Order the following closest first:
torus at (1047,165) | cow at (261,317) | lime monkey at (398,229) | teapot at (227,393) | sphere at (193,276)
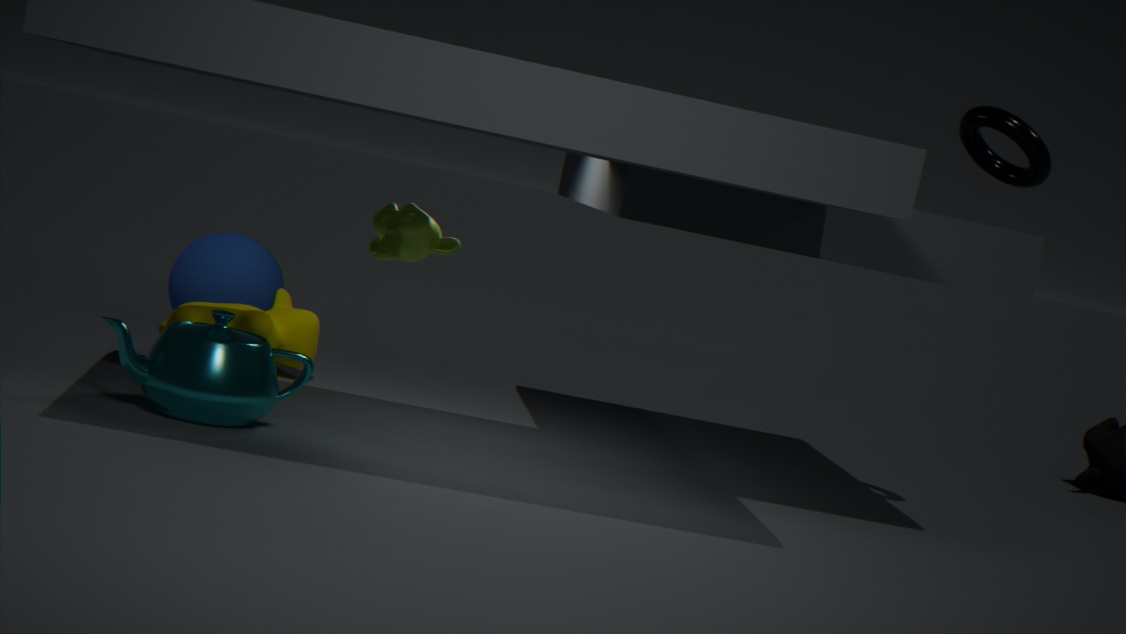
teapot at (227,393) < lime monkey at (398,229) < torus at (1047,165) < cow at (261,317) < sphere at (193,276)
